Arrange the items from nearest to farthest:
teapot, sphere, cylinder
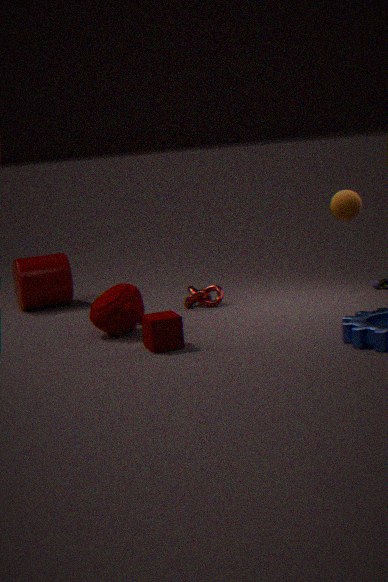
teapot → sphere → cylinder
